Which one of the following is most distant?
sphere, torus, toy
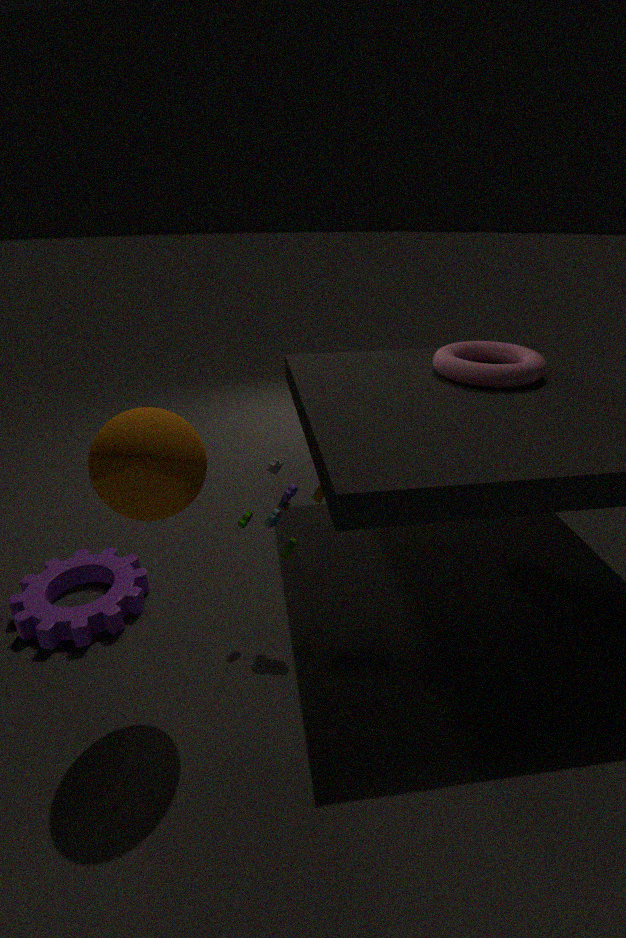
torus
